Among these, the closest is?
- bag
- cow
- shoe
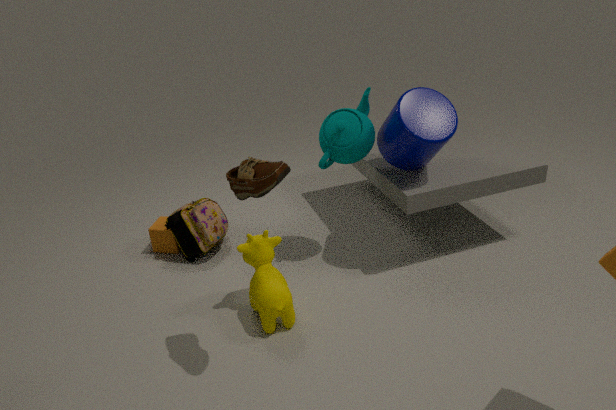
shoe
